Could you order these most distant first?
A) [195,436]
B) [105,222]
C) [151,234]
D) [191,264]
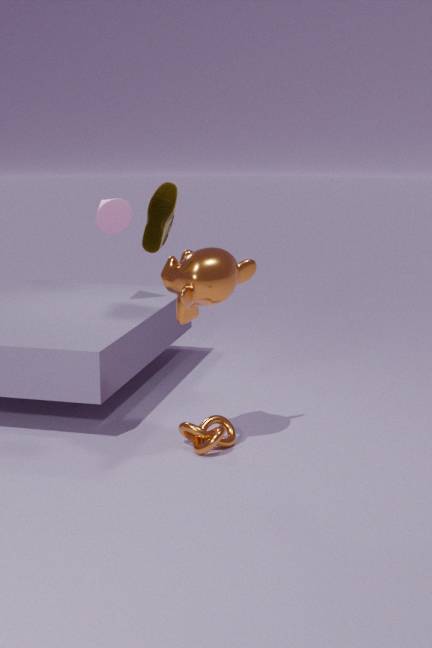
[105,222], [195,436], [191,264], [151,234]
